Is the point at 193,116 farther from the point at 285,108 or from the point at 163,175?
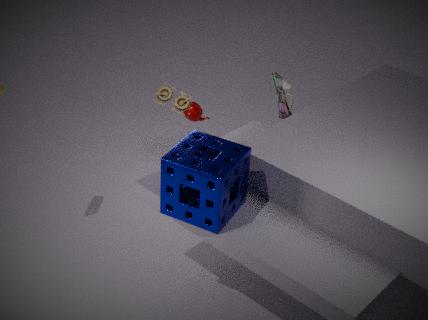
the point at 163,175
